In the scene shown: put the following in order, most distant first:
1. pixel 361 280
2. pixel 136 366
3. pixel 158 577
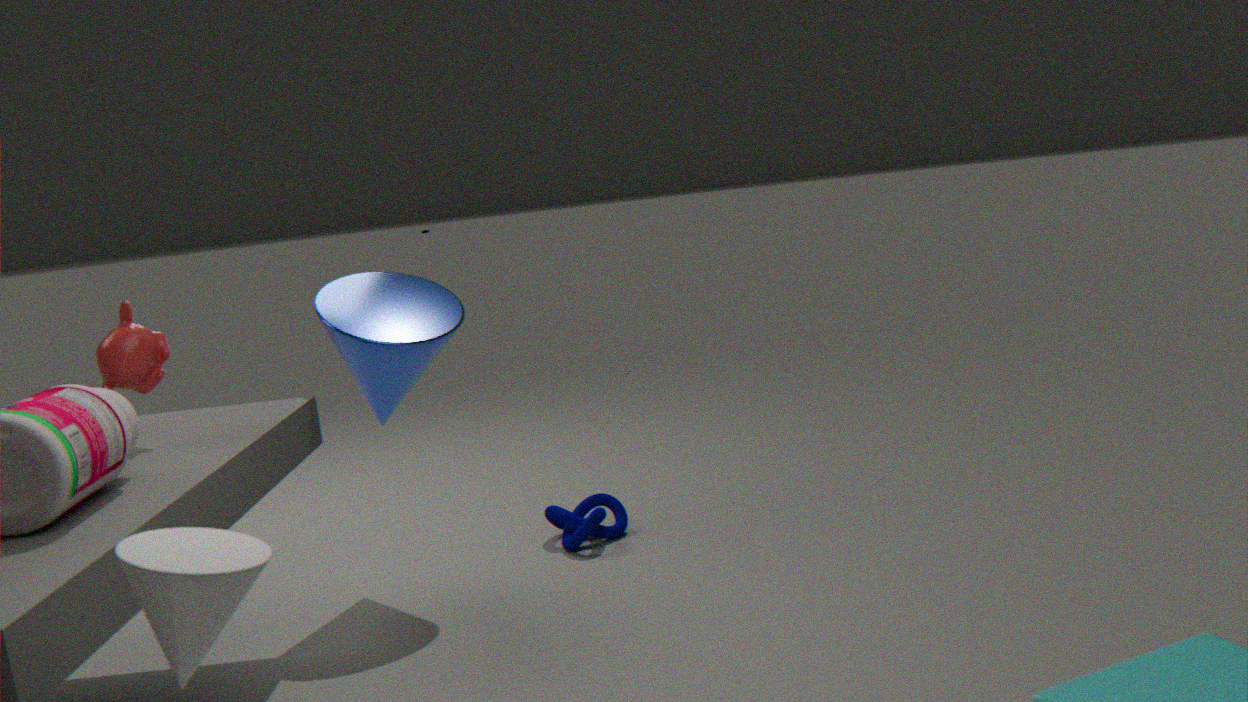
1. pixel 361 280
2. pixel 136 366
3. pixel 158 577
